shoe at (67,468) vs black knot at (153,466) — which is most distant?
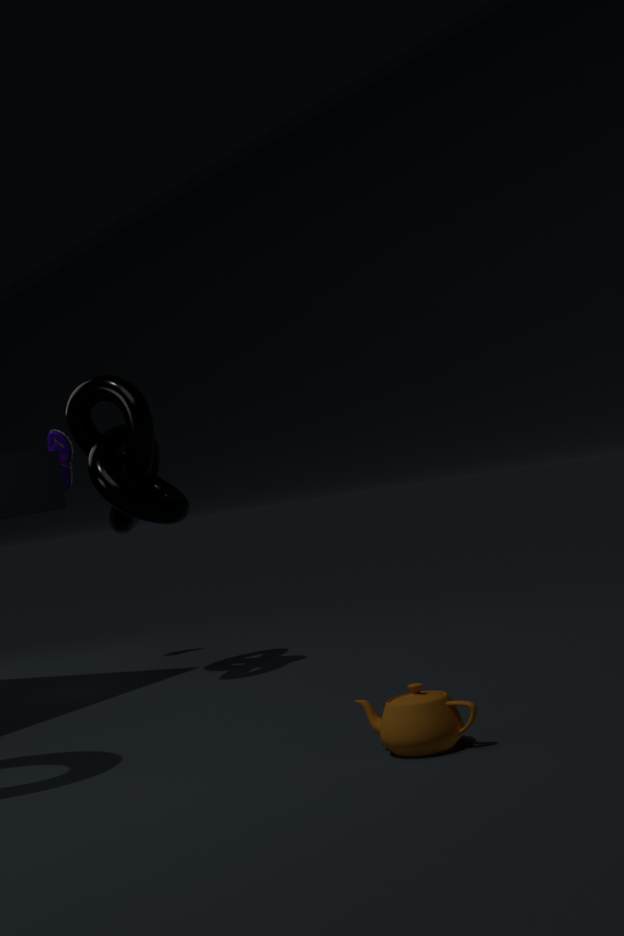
shoe at (67,468)
